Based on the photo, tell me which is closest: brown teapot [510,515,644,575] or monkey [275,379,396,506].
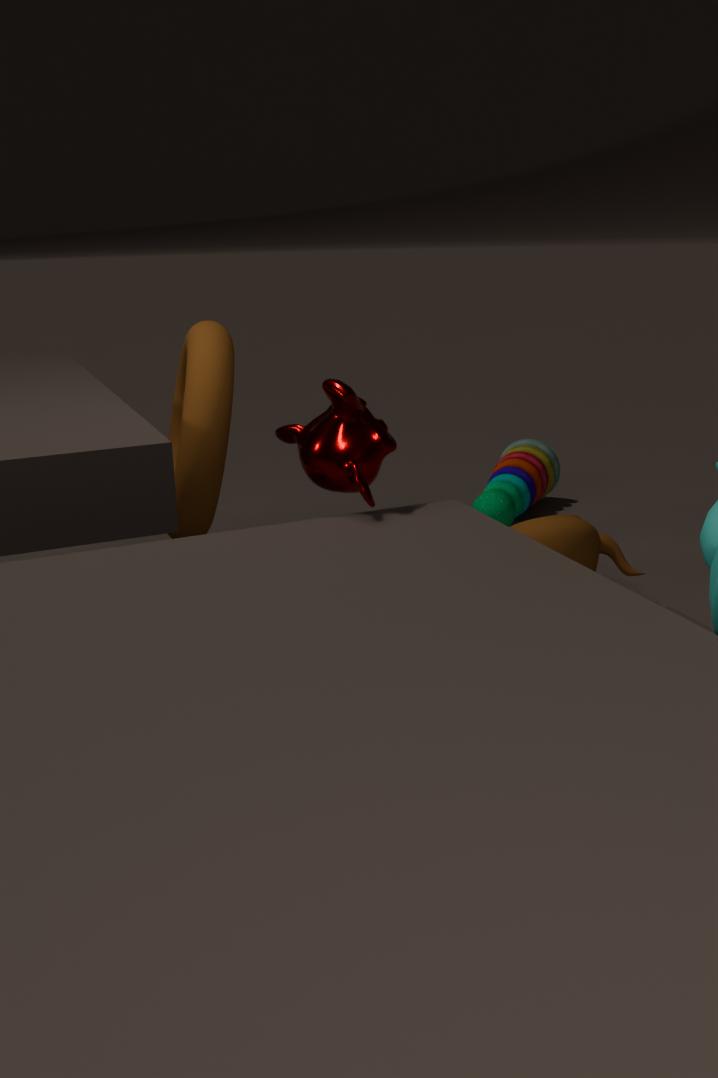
monkey [275,379,396,506]
